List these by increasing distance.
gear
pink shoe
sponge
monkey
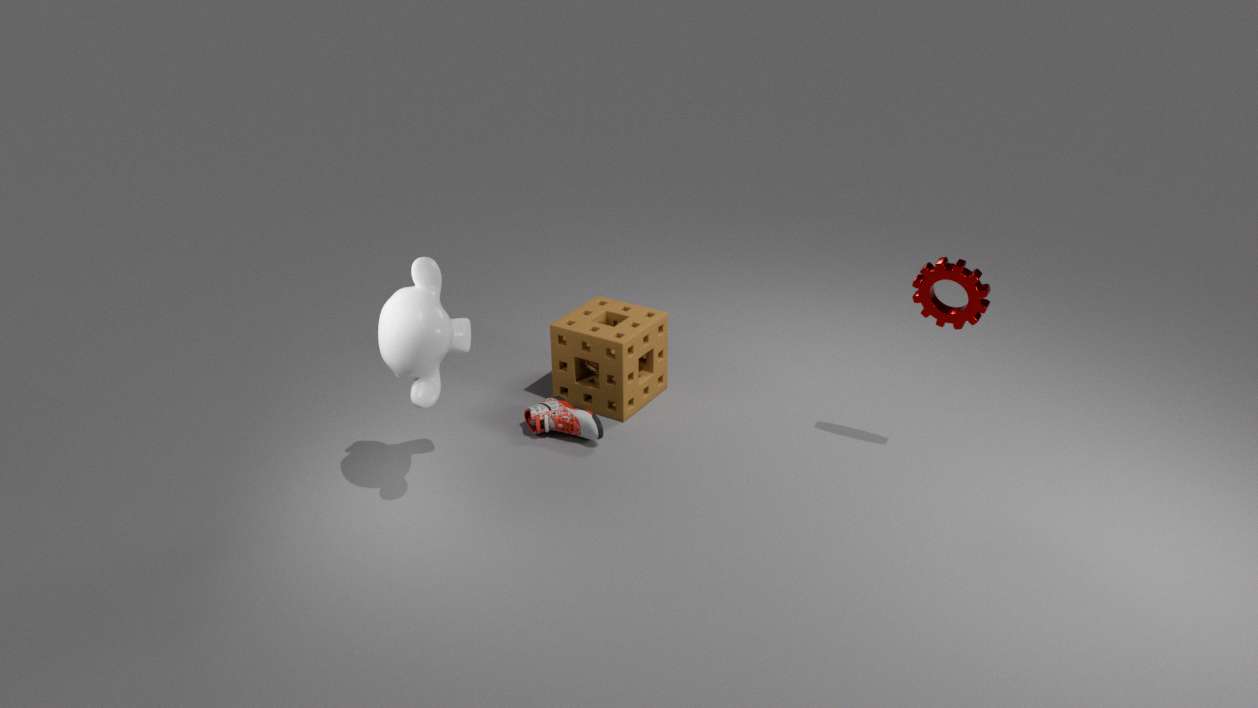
1. monkey
2. gear
3. pink shoe
4. sponge
